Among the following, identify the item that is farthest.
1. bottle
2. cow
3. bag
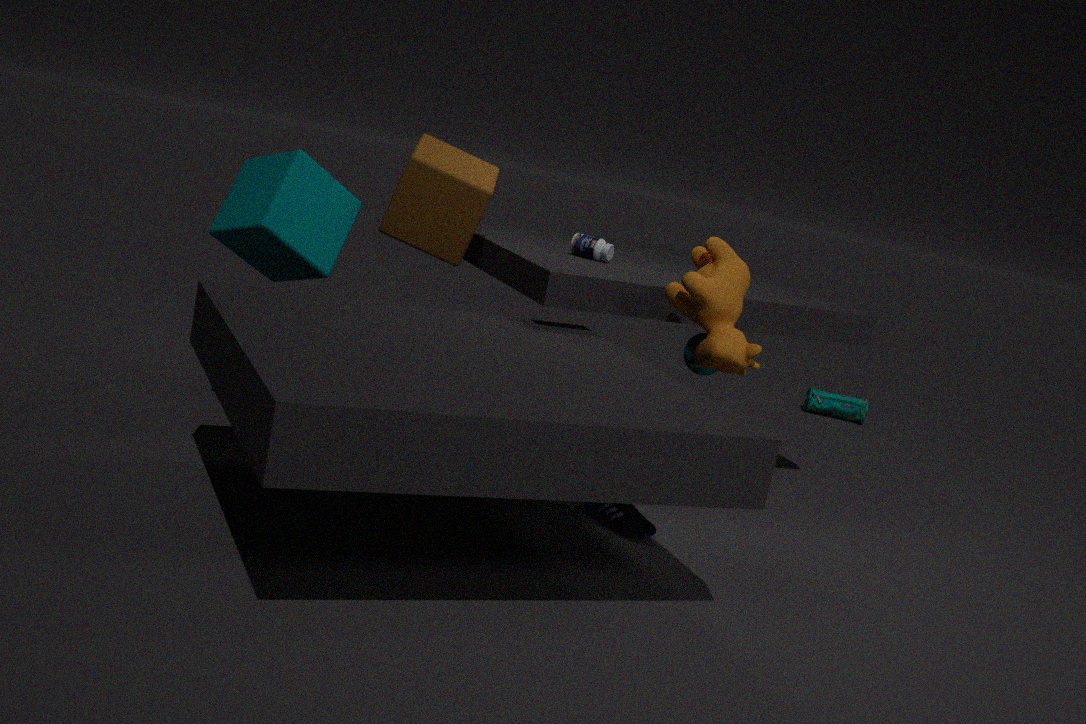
bag
